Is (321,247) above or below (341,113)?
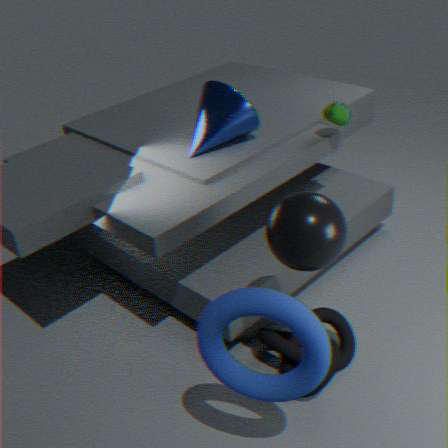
below
